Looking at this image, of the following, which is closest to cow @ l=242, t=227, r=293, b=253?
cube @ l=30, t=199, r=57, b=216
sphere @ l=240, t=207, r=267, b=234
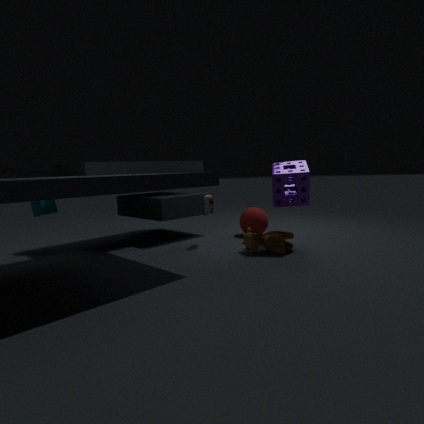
sphere @ l=240, t=207, r=267, b=234
